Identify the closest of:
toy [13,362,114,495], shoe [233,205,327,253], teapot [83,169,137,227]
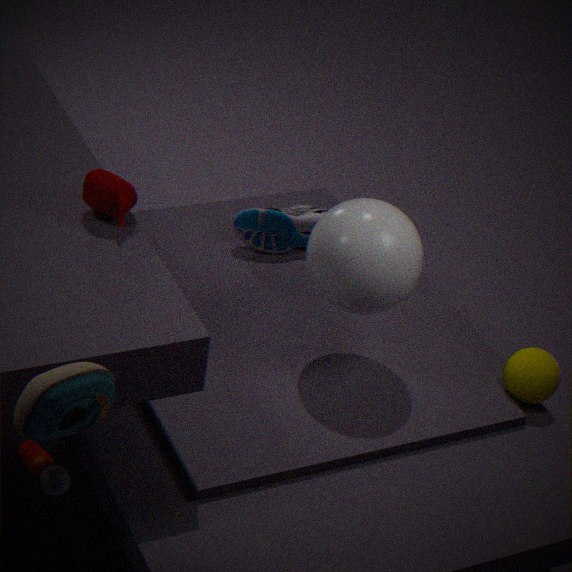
toy [13,362,114,495]
